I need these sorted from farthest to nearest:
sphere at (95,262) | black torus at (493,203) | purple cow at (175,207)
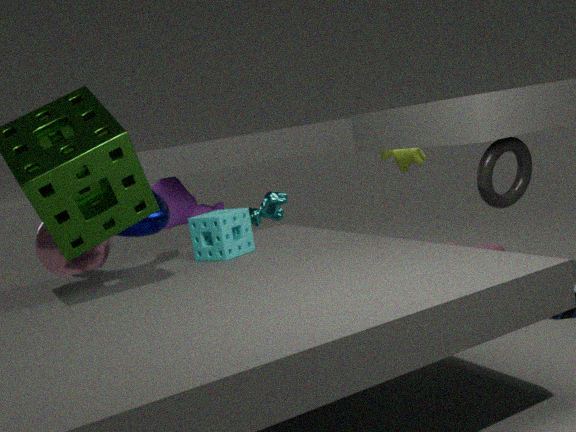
purple cow at (175,207) < sphere at (95,262) < black torus at (493,203)
